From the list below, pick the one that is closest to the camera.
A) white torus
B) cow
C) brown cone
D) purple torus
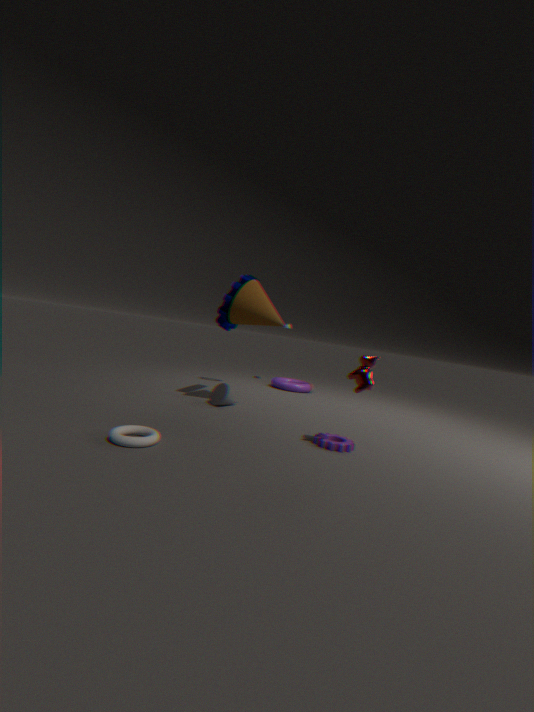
white torus
